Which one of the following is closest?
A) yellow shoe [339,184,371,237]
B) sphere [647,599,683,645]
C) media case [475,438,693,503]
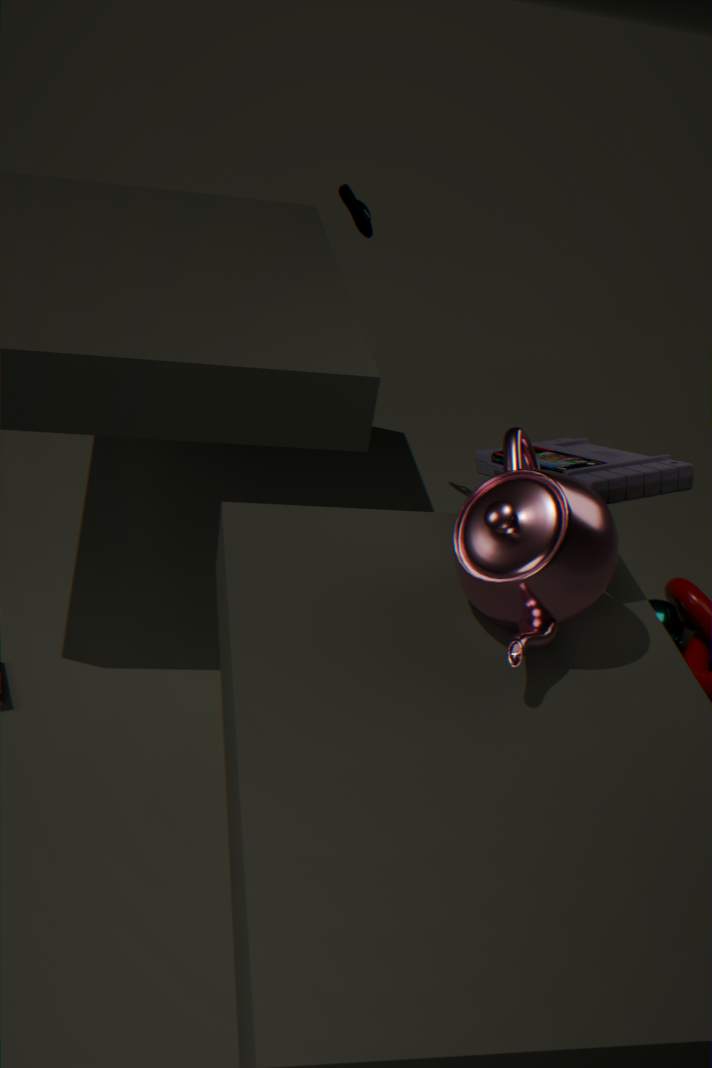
media case [475,438,693,503]
